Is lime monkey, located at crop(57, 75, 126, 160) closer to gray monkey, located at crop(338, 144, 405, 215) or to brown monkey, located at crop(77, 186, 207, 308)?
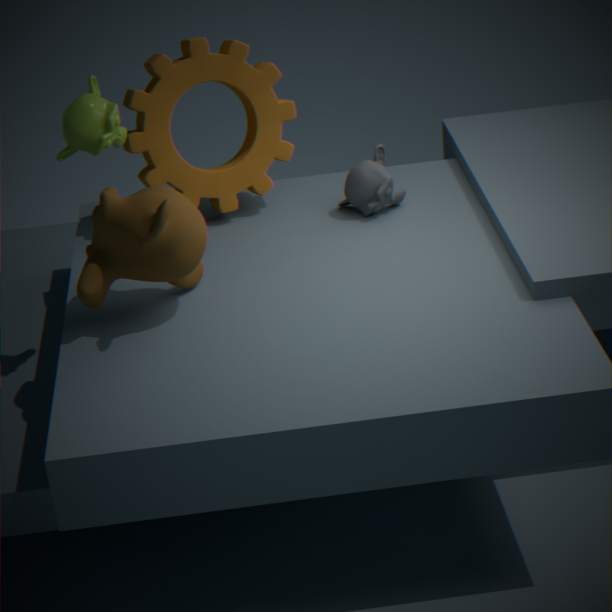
brown monkey, located at crop(77, 186, 207, 308)
